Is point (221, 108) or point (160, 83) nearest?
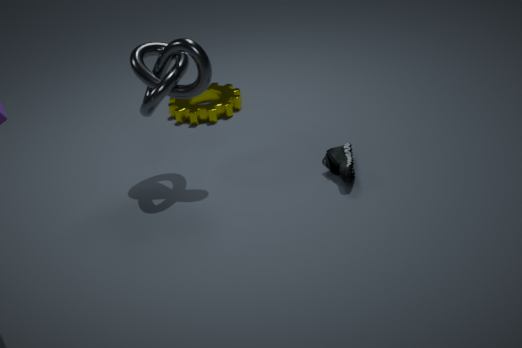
point (160, 83)
